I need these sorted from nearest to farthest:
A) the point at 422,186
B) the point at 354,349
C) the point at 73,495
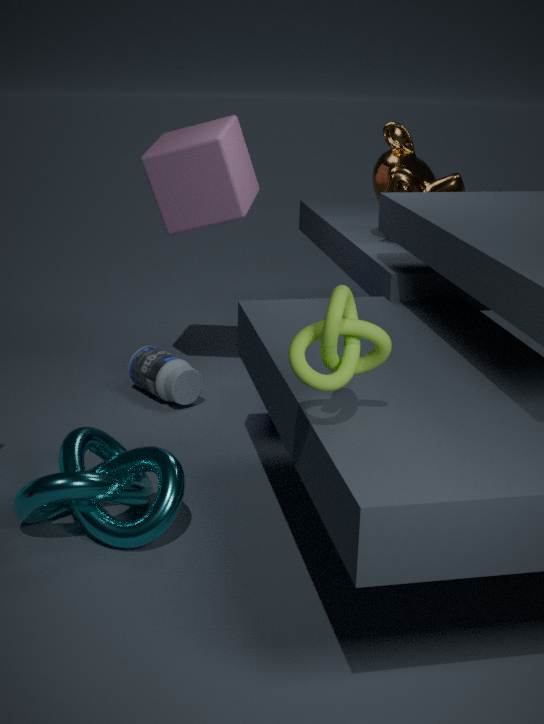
the point at 354,349, the point at 73,495, the point at 422,186
